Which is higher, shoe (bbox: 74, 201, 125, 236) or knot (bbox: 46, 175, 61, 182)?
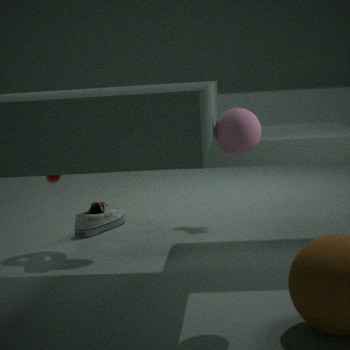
knot (bbox: 46, 175, 61, 182)
